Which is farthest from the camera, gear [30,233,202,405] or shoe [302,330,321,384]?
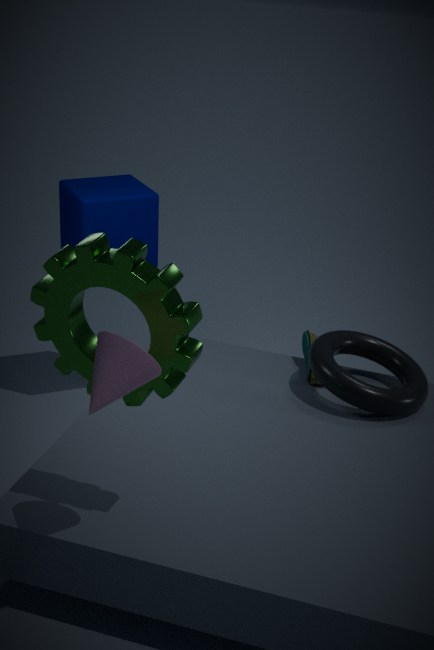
shoe [302,330,321,384]
